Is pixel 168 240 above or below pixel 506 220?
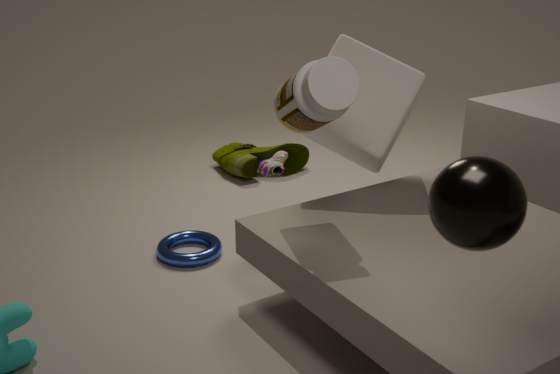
below
